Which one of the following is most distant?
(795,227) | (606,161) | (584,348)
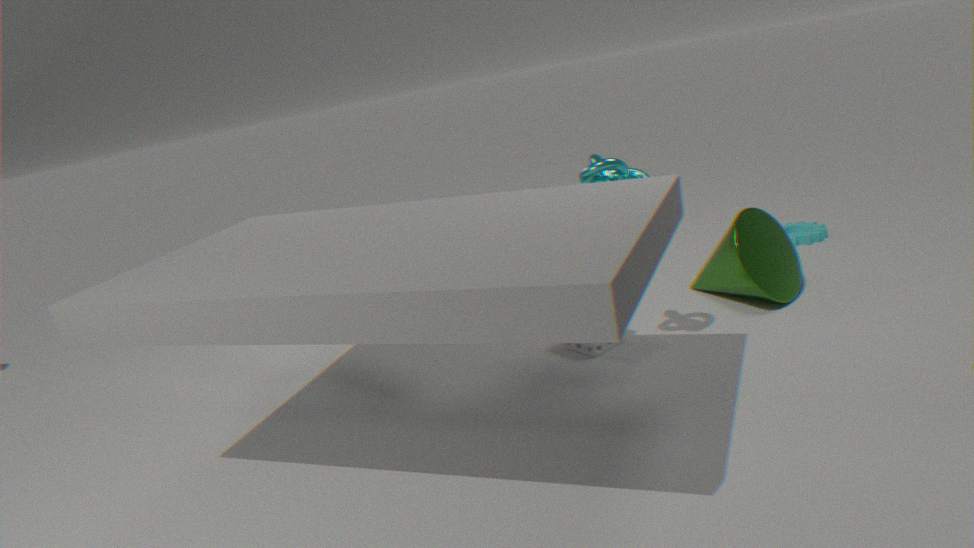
(795,227)
